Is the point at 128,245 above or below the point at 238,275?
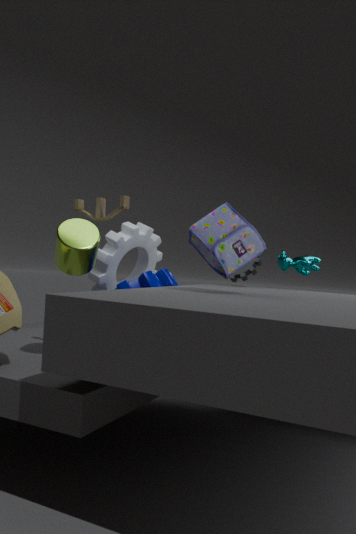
below
